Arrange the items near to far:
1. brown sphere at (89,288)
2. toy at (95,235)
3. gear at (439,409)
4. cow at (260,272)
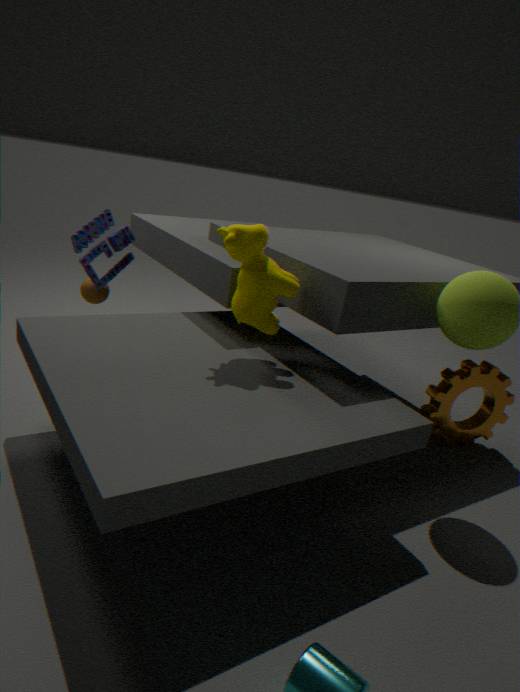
1. cow at (260,272)
2. gear at (439,409)
3. toy at (95,235)
4. brown sphere at (89,288)
